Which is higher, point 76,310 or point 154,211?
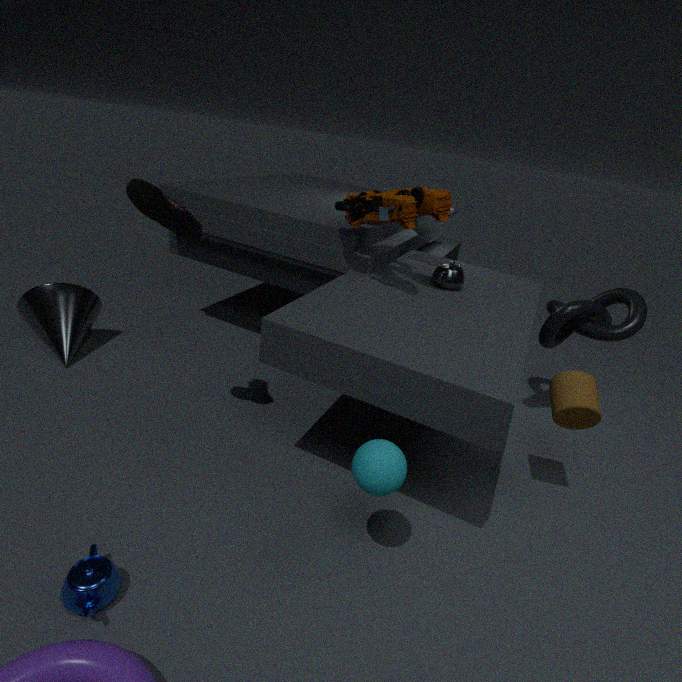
point 154,211
